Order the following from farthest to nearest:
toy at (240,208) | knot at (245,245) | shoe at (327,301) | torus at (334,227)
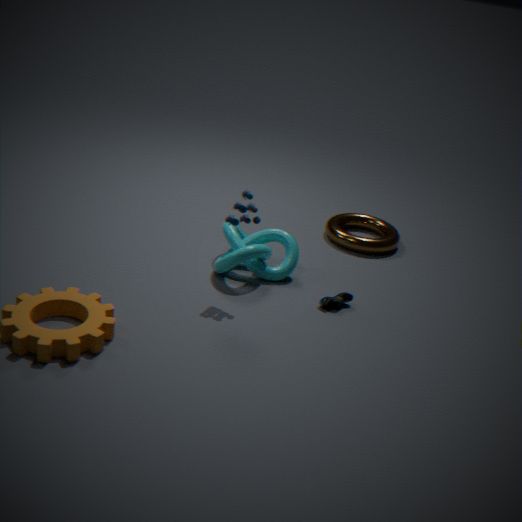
torus at (334,227)
knot at (245,245)
shoe at (327,301)
toy at (240,208)
